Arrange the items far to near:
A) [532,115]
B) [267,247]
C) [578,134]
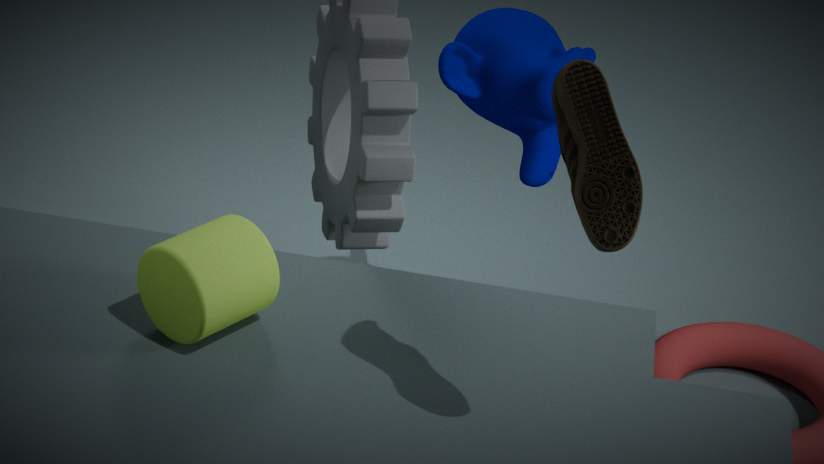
[532,115]
[267,247]
[578,134]
